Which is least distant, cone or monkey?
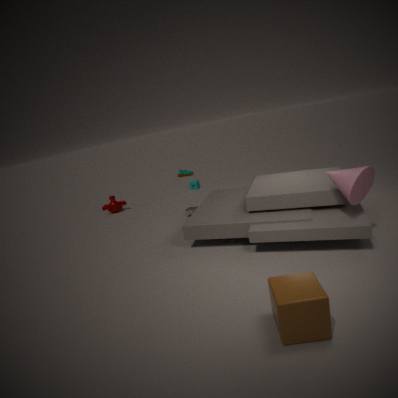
cone
